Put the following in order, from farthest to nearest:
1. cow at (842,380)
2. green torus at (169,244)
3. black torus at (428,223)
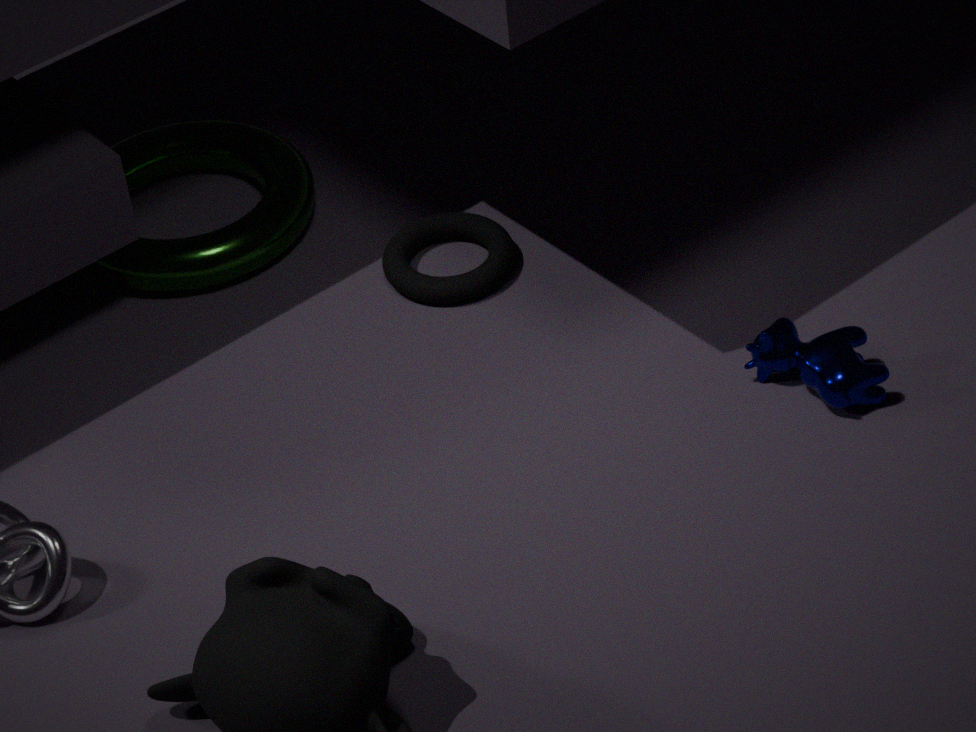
green torus at (169,244) < black torus at (428,223) < cow at (842,380)
